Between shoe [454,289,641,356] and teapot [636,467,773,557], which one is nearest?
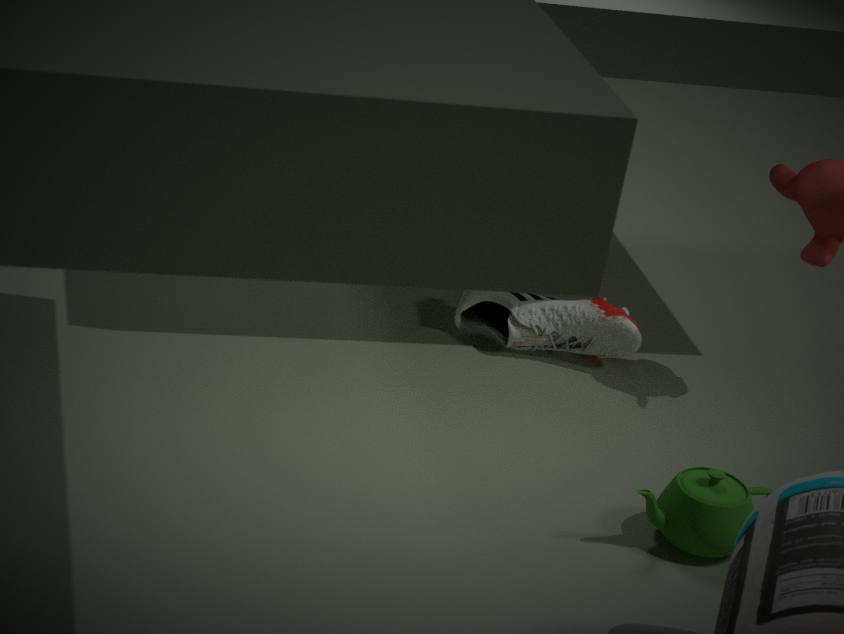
teapot [636,467,773,557]
